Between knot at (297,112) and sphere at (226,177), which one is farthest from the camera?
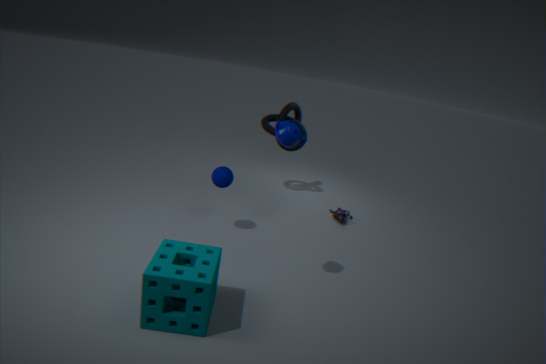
knot at (297,112)
